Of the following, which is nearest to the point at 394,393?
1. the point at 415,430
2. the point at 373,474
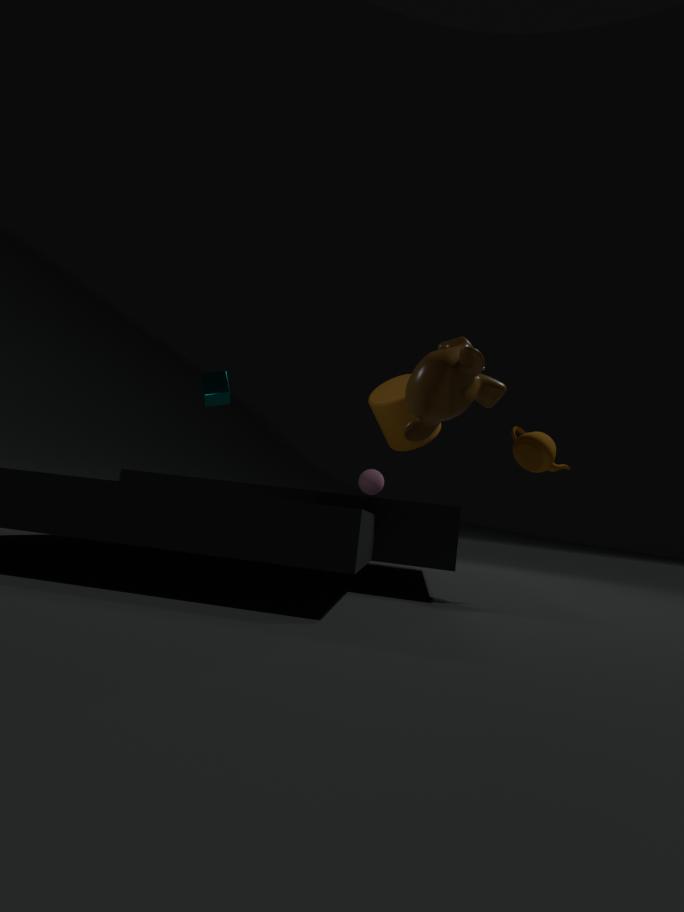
the point at 373,474
